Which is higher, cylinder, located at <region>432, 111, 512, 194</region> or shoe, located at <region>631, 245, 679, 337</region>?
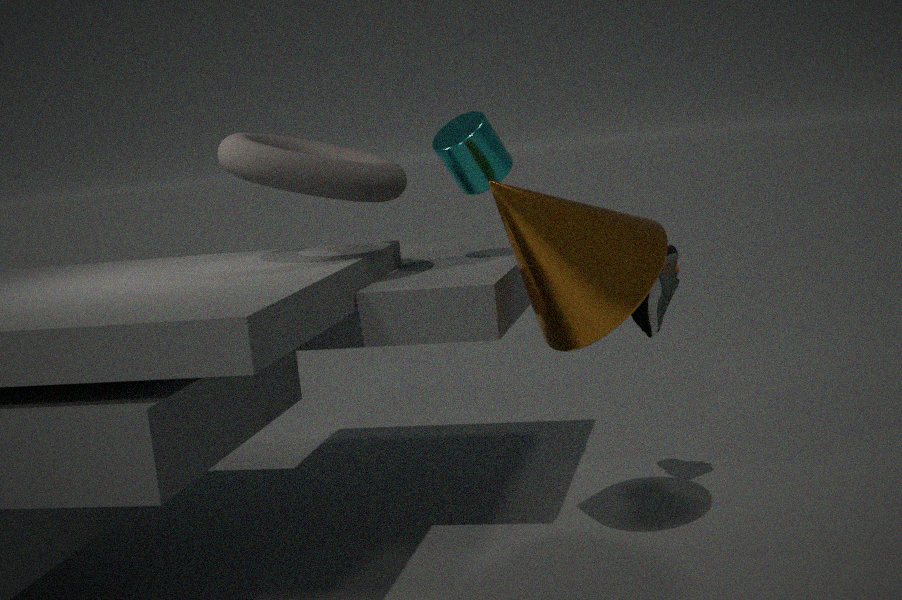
cylinder, located at <region>432, 111, 512, 194</region>
